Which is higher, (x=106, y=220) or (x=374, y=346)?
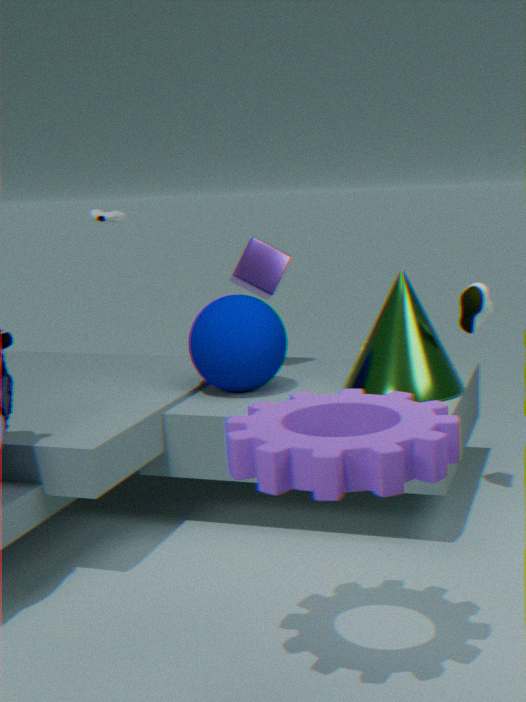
(x=106, y=220)
